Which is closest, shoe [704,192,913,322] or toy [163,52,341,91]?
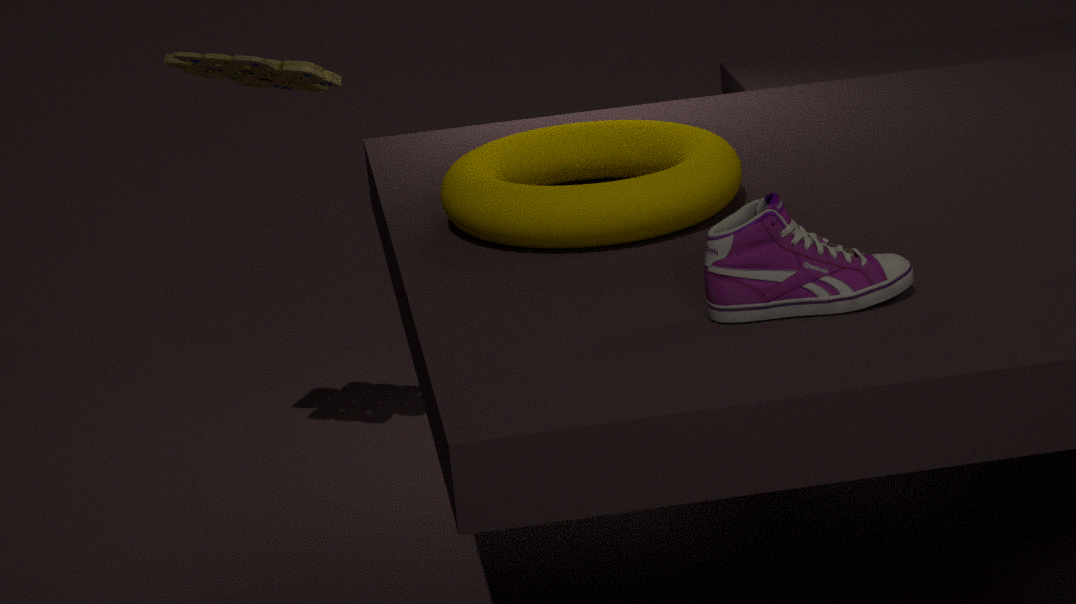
shoe [704,192,913,322]
